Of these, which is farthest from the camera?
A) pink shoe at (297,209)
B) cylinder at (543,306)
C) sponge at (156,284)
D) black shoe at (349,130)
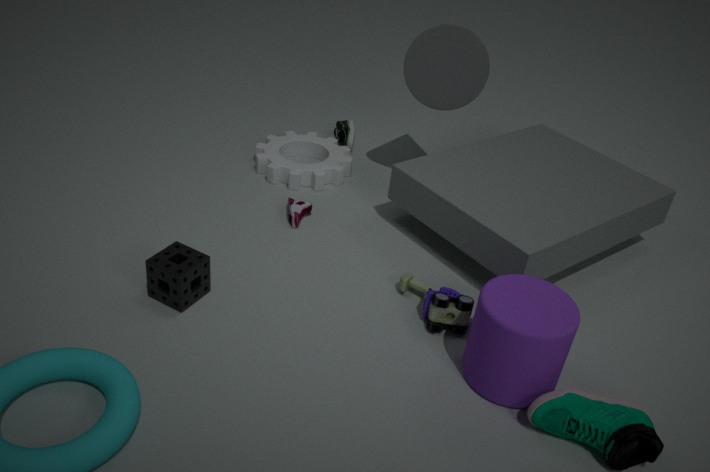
black shoe at (349,130)
